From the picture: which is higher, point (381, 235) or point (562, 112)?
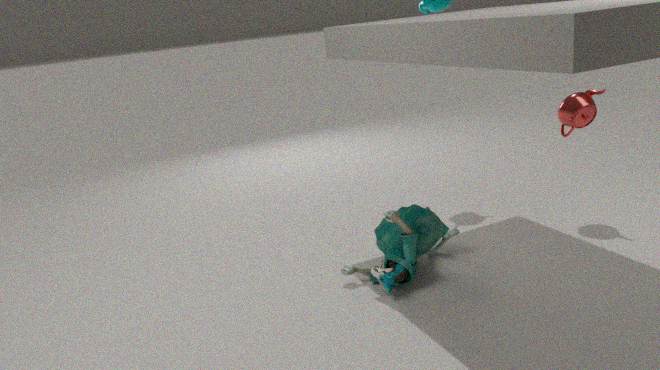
point (562, 112)
